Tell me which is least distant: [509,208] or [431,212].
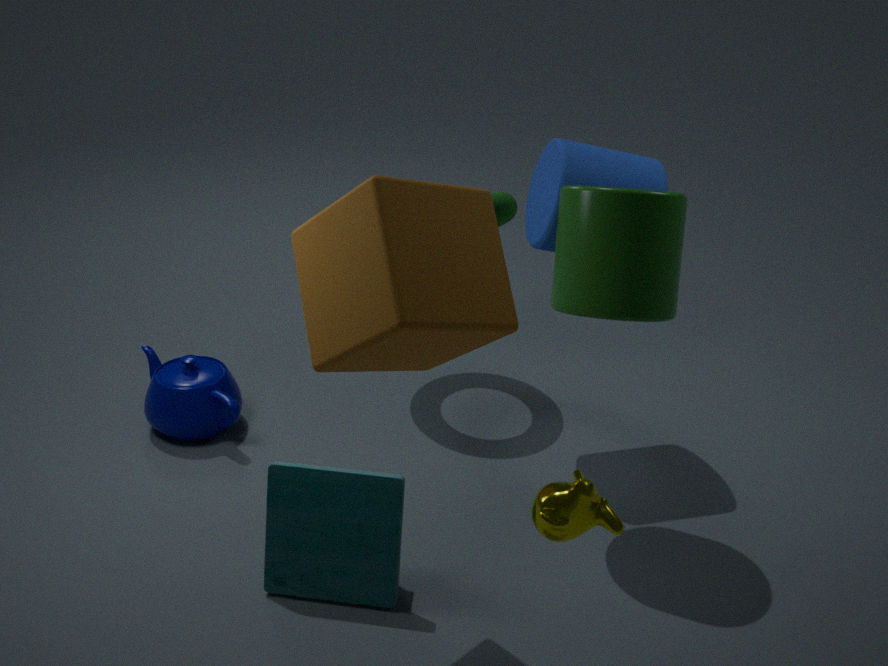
[431,212]
